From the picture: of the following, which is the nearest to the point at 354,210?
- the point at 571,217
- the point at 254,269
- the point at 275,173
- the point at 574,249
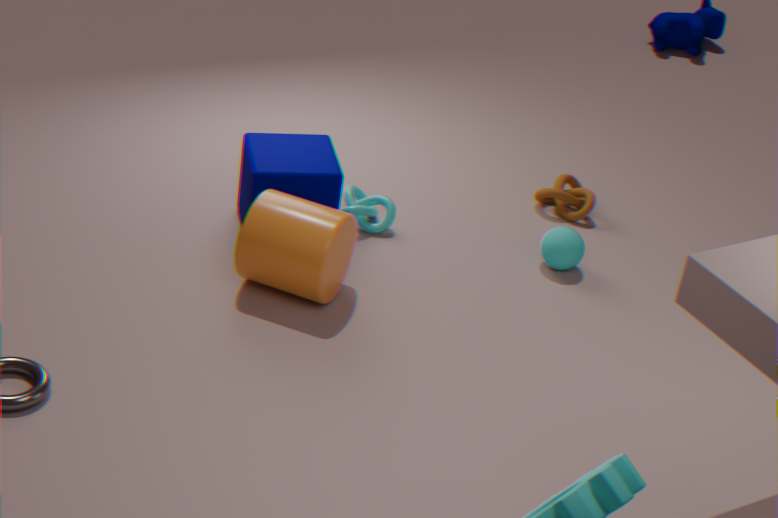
the point at 275,173
